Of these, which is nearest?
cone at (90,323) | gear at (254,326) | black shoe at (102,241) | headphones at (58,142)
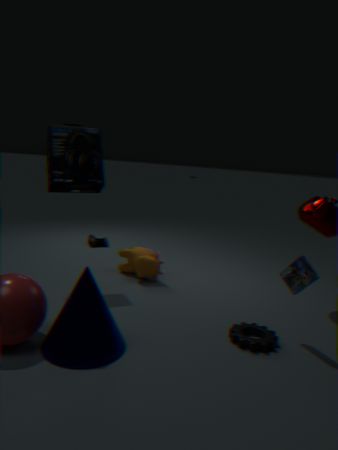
cone at (90,323)
